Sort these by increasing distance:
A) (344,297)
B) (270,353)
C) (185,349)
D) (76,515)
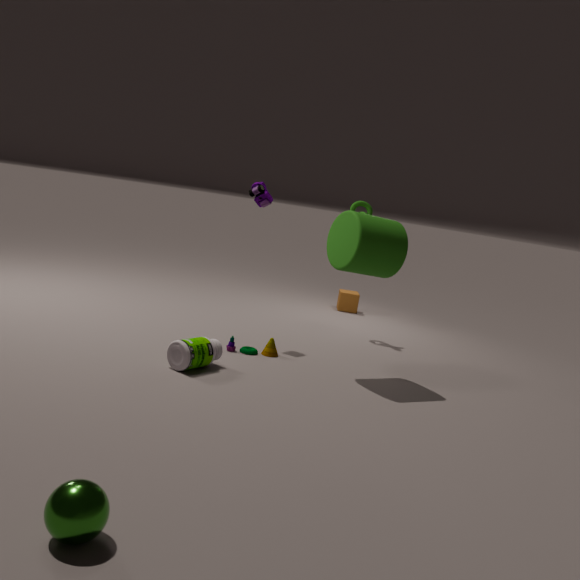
(76,515) → (185,349) → (270,353) → (344,297)
